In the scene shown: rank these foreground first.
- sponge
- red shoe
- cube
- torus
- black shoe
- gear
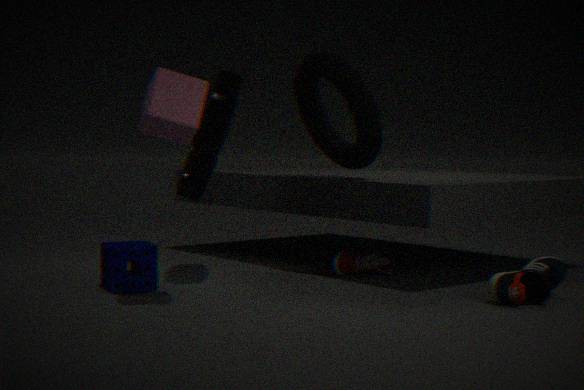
cube, black shoe, sponge, gear, torus, red shoe
